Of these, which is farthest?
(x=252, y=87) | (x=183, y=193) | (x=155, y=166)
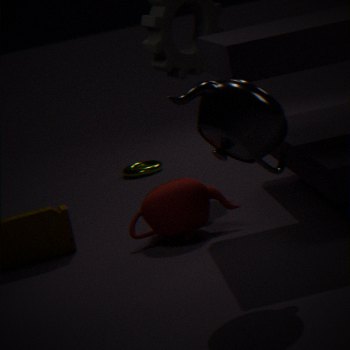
(x=155, y=166)
